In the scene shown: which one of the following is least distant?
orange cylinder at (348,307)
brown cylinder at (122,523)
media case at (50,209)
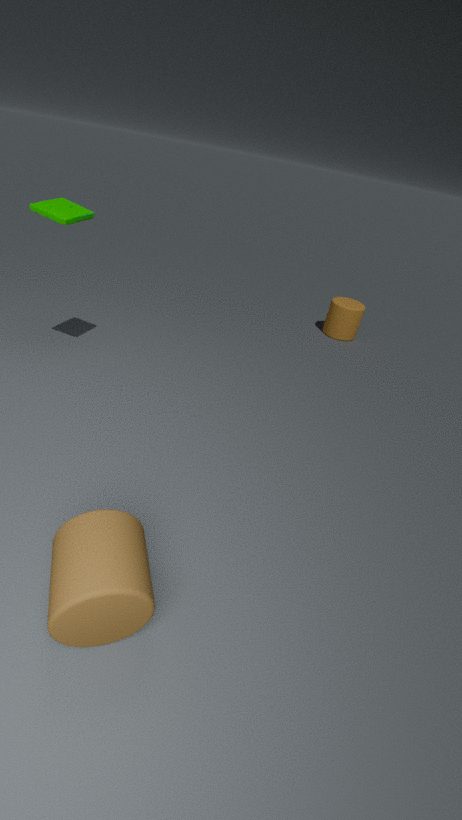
brown cylinder at (122,523)
